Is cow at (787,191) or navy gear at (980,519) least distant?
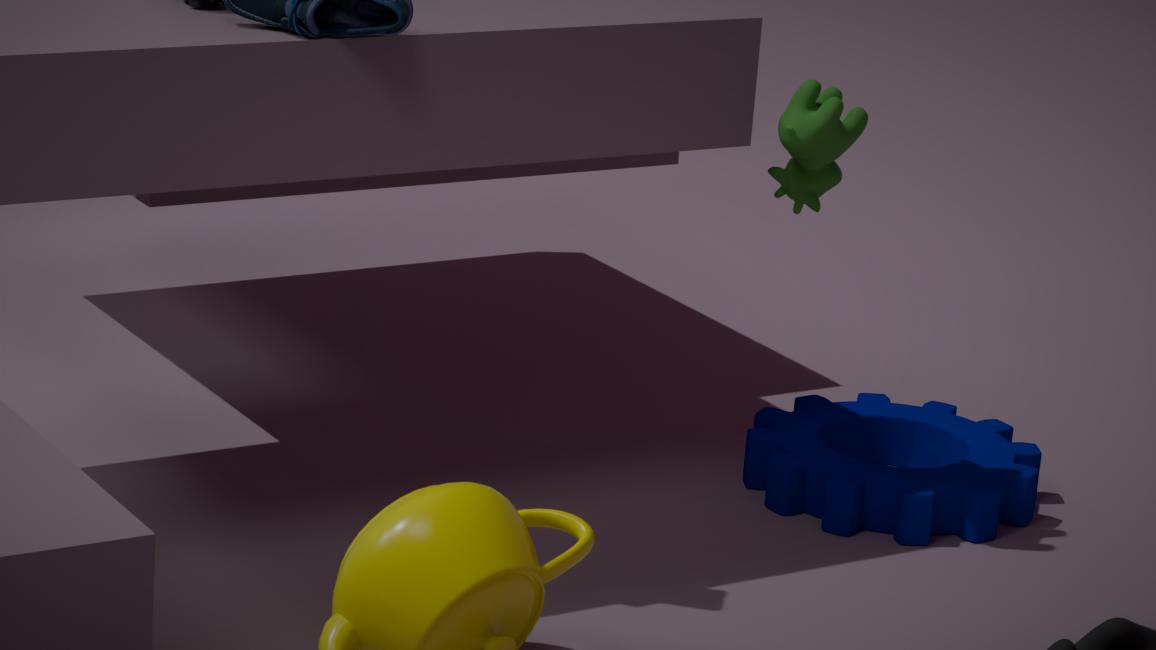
cow at (787,191)
